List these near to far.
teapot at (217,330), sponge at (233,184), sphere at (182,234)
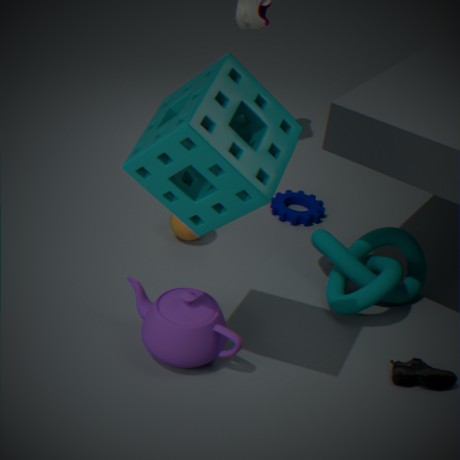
sponge at (233,184)
teapot at (217,330)
sphere at (182,234)
